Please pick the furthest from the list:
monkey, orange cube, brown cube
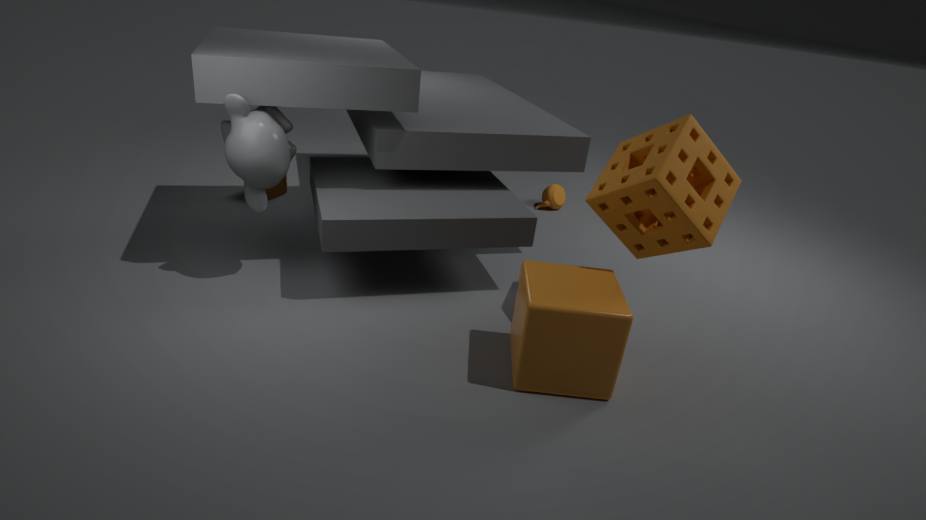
brown cube
